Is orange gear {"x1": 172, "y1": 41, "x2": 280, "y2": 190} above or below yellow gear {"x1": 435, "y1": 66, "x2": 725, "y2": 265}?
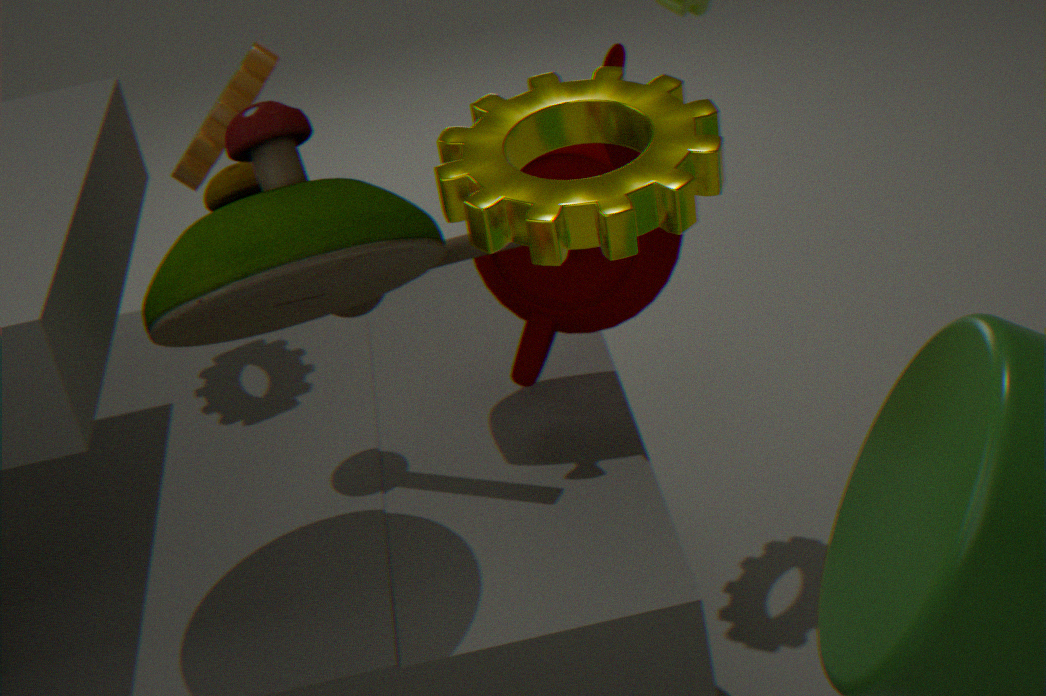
below
